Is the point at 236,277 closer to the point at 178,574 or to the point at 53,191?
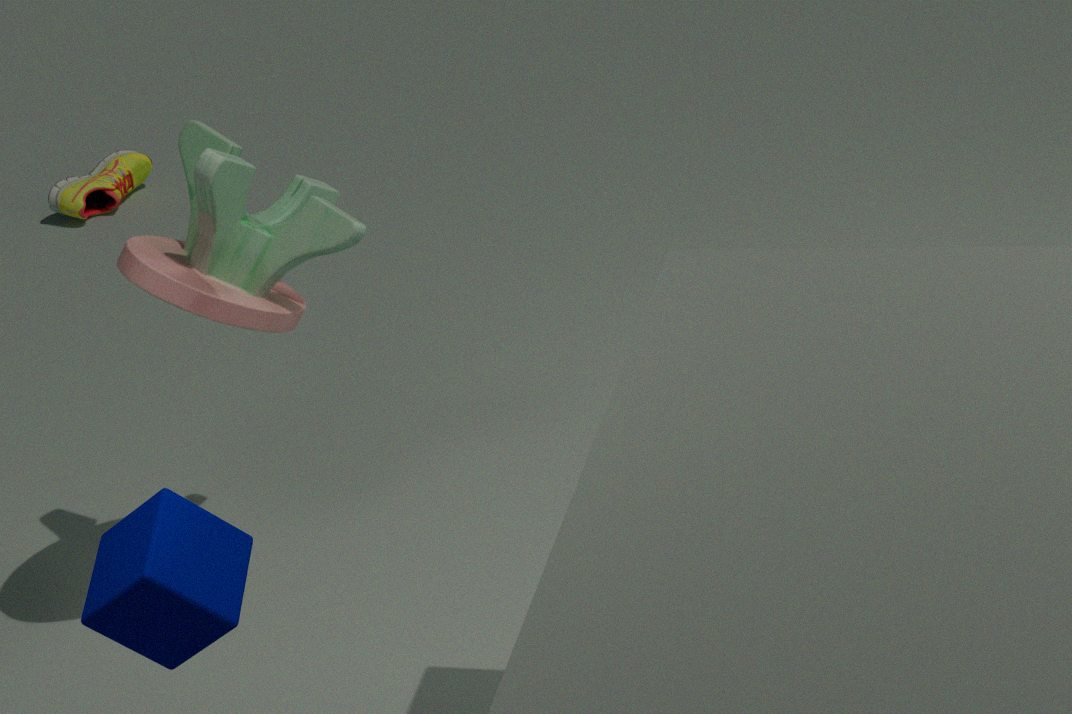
the point at 178,574
